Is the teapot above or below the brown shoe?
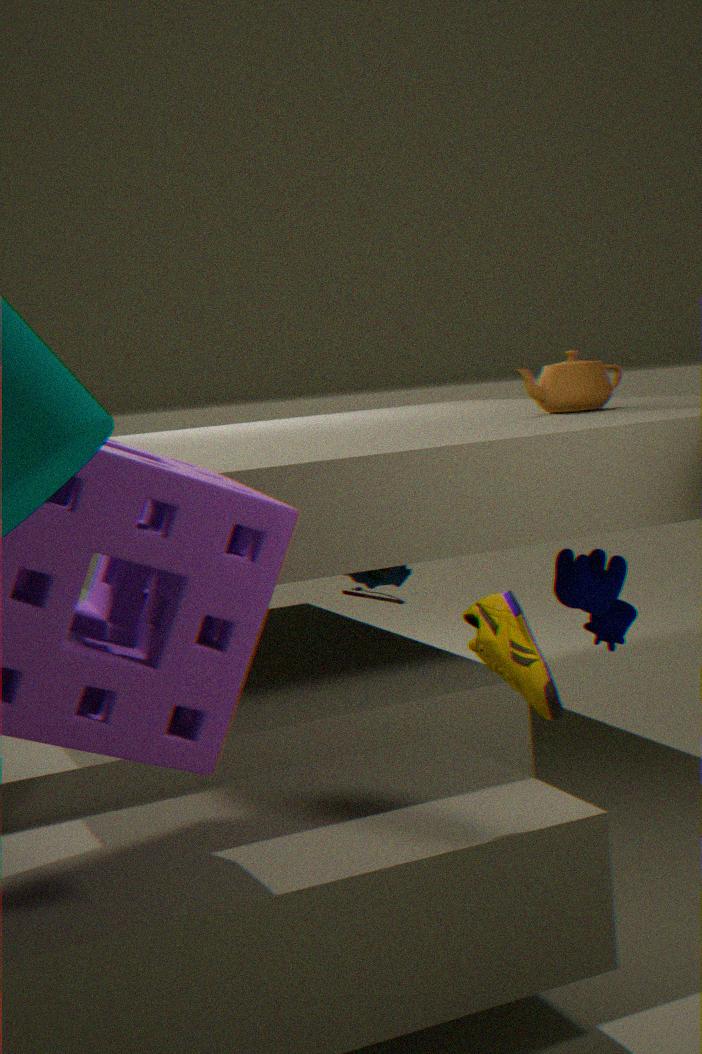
above
